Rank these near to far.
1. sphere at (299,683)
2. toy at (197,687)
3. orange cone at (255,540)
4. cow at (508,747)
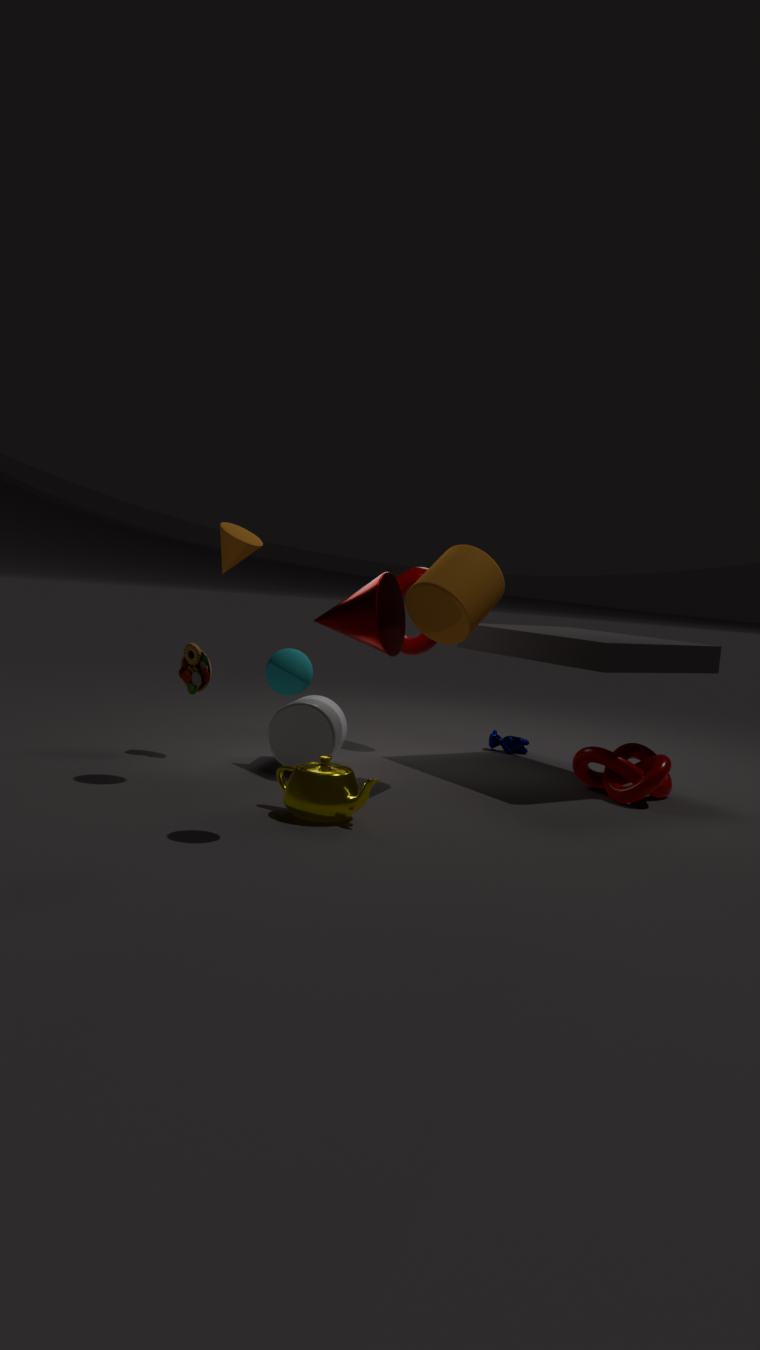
sphere at (299,683), orange cone at (255,540), toy at (197,687), cow at (508,747)
